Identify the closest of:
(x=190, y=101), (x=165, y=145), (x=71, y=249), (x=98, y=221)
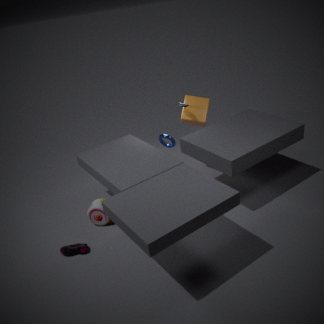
(x=71, y=249)
